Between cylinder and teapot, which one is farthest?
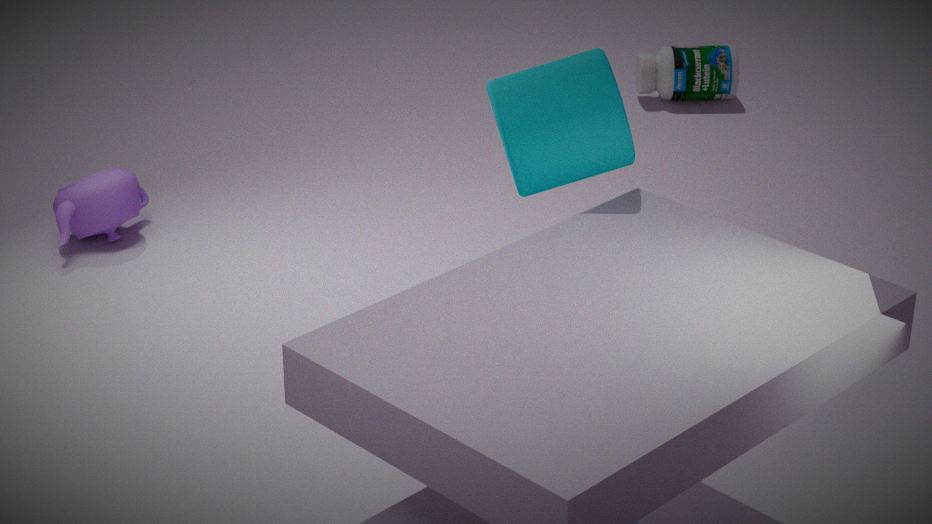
teapot
